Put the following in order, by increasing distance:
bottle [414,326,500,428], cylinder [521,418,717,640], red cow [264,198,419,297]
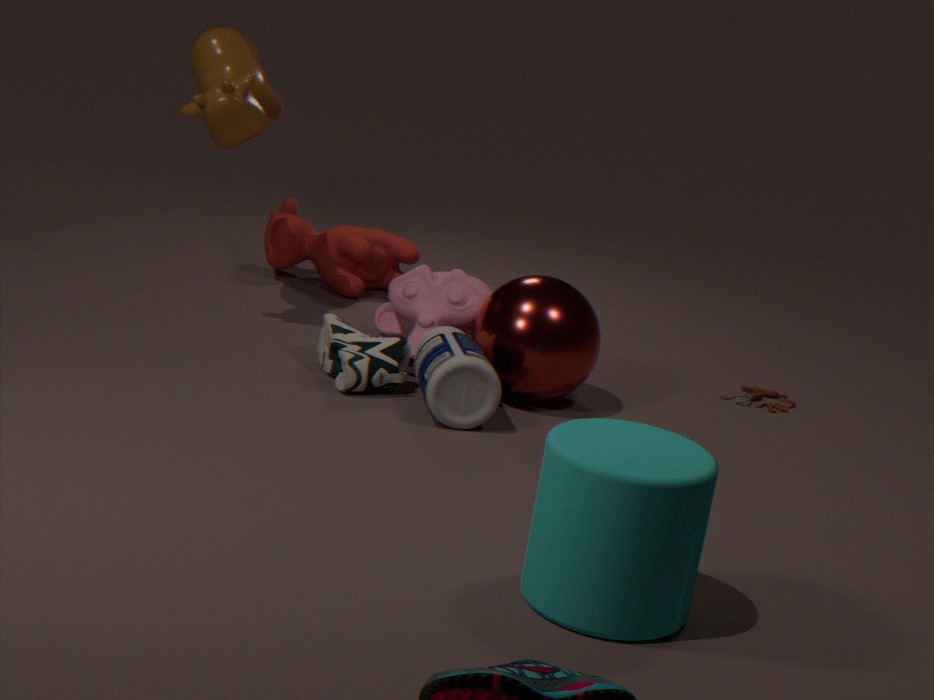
cylinder [521,418,717,640] → bottle [414,326,500,428] → red cow [264,198,419,297]
